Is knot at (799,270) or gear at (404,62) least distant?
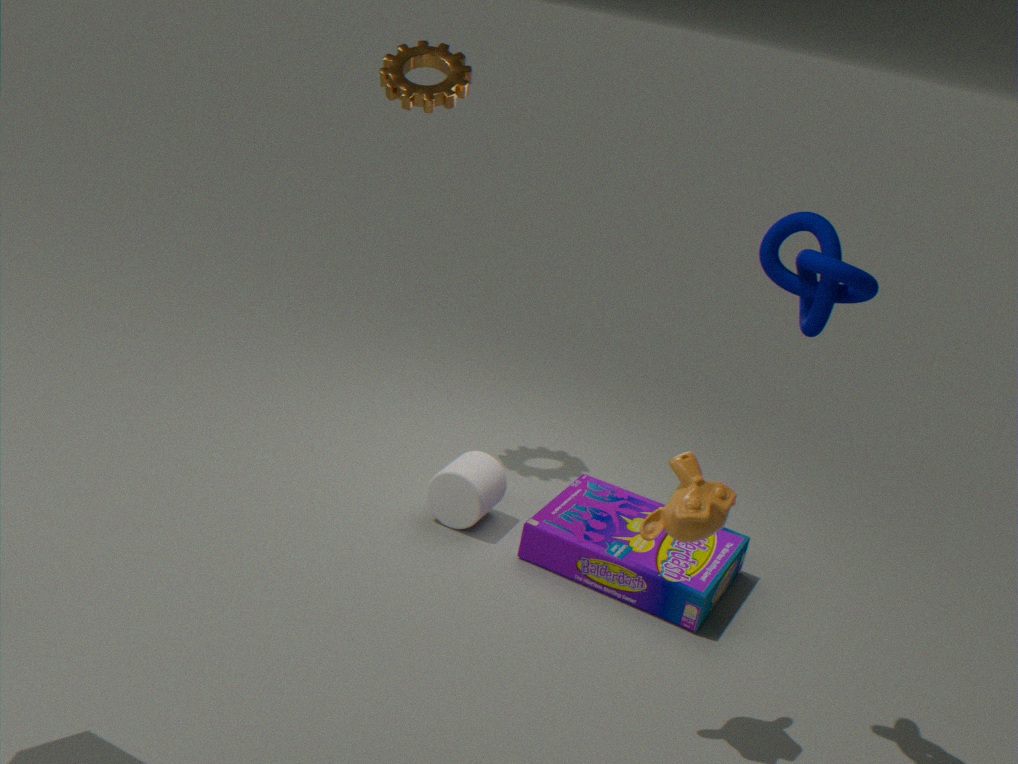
knot at (799,270)
